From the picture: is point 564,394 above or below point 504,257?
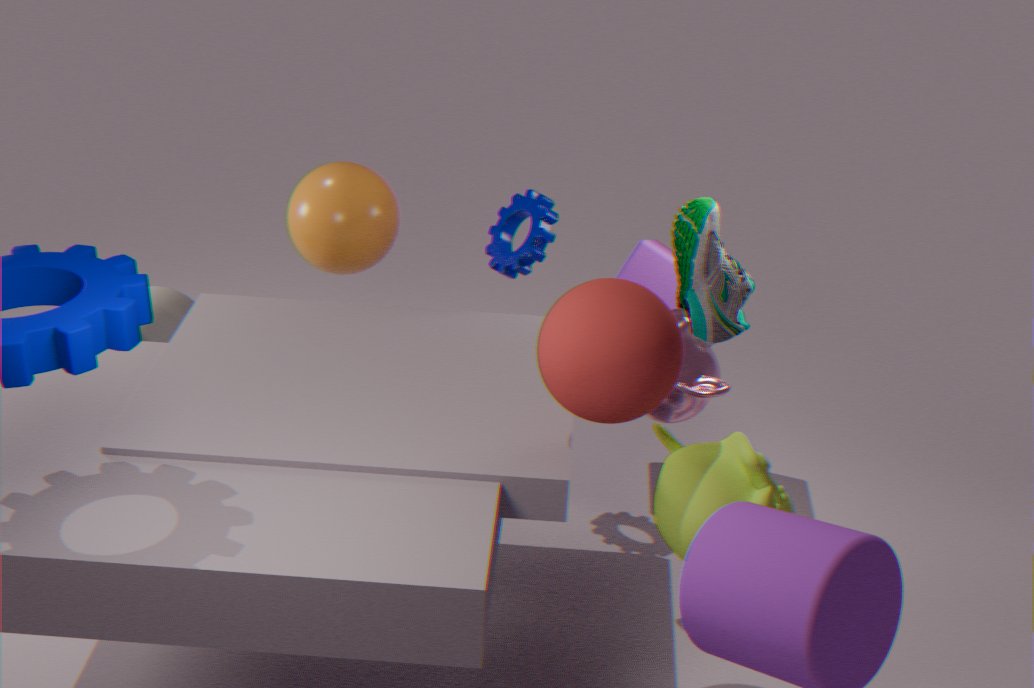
above
